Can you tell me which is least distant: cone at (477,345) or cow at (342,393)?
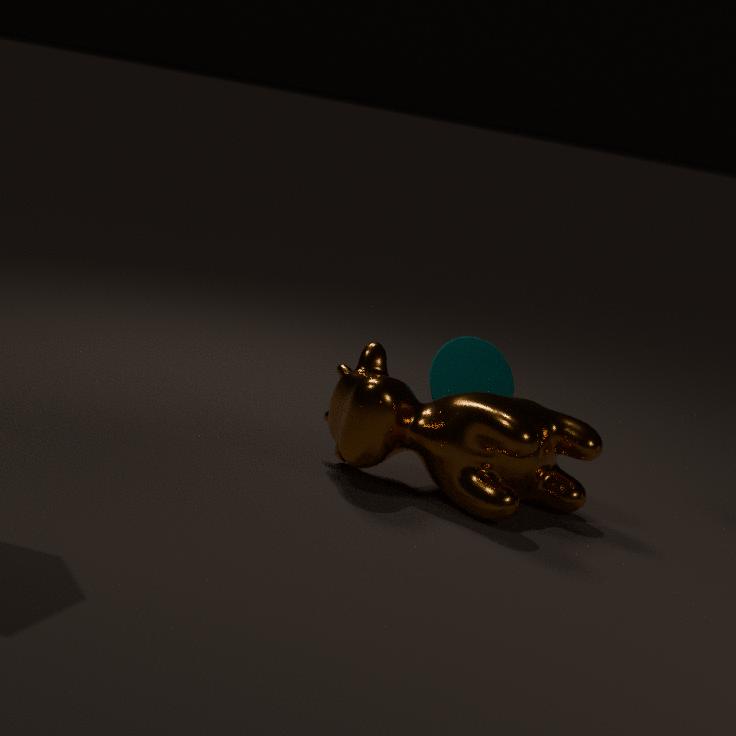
cow at (342,393)
